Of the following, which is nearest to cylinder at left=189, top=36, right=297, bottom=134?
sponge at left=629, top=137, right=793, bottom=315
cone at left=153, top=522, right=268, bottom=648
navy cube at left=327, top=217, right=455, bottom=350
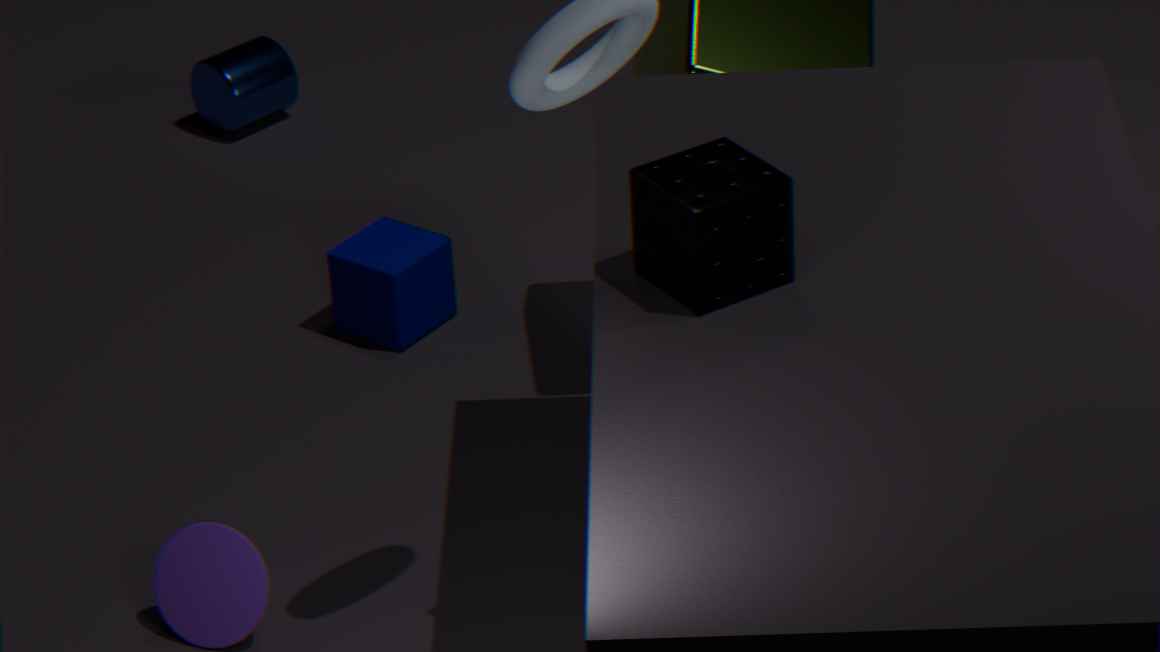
navy cube at left=327, top=217, right=455, bottom=350
